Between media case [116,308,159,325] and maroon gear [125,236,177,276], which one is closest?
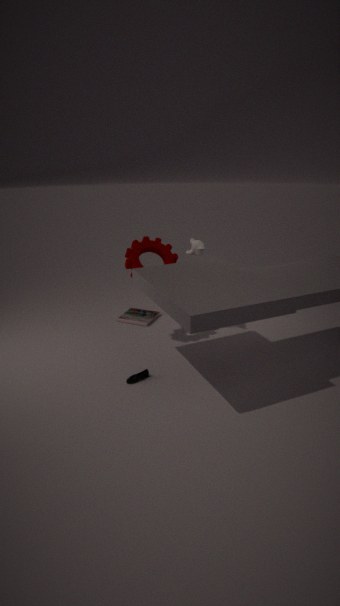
maroon gear [125,236,177,276]
